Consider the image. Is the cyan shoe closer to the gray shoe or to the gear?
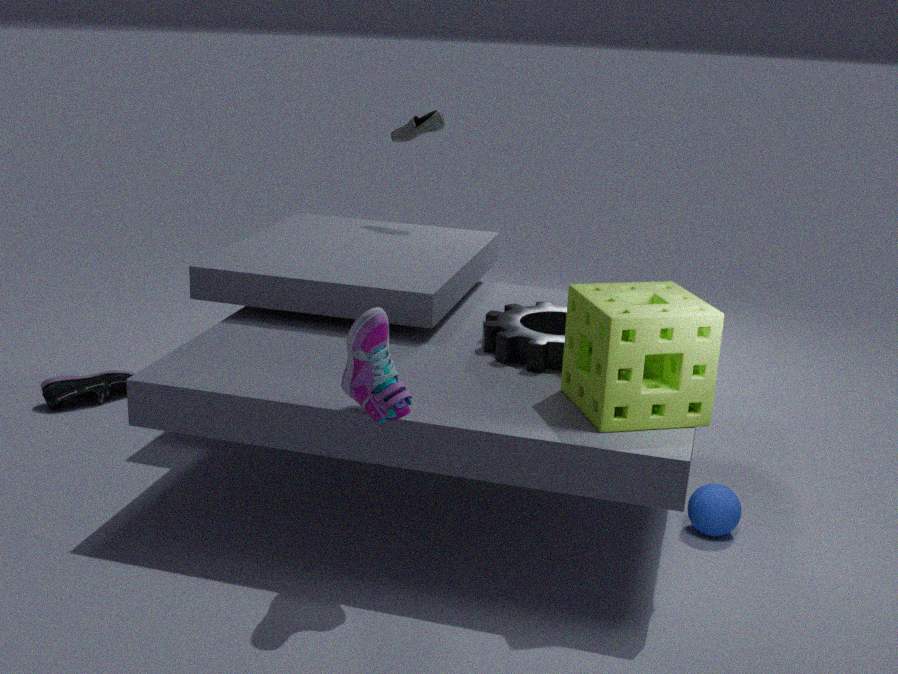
the gray shoe
